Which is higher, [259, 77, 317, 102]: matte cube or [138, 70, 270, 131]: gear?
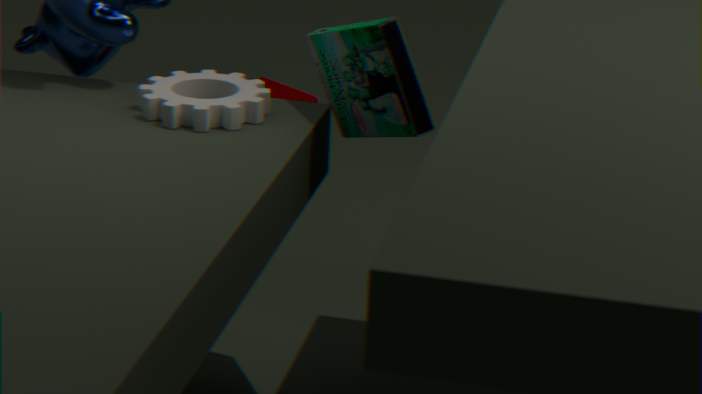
[138, 70, 270, 131]: gear
